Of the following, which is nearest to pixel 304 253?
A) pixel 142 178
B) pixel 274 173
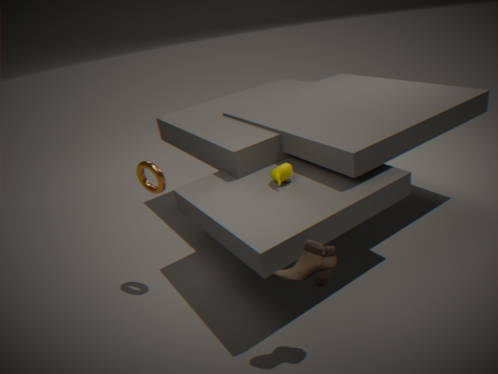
pixel 274 173
